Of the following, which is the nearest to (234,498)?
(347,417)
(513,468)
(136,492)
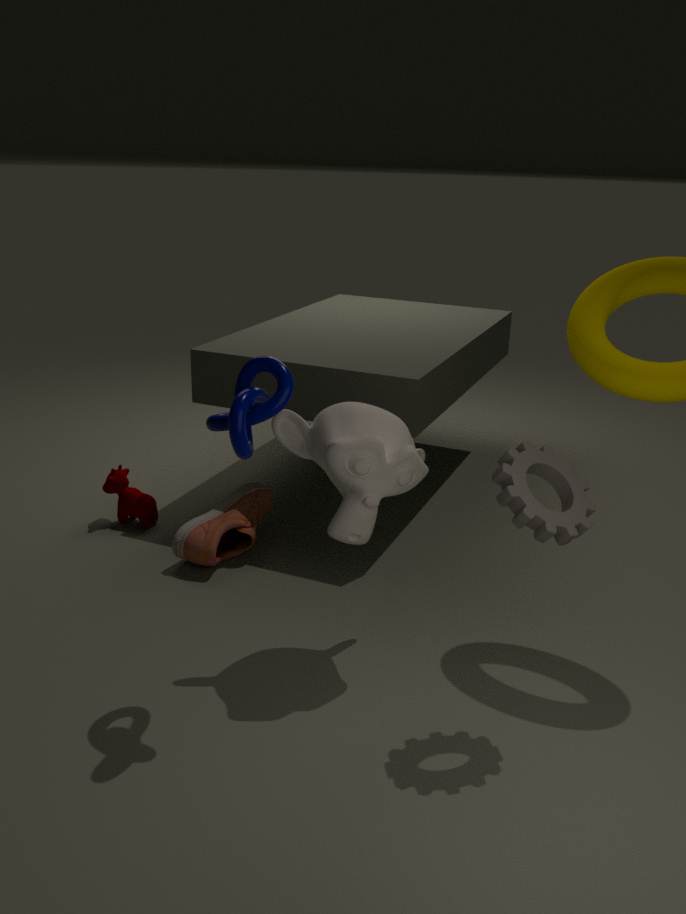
(136,492)
